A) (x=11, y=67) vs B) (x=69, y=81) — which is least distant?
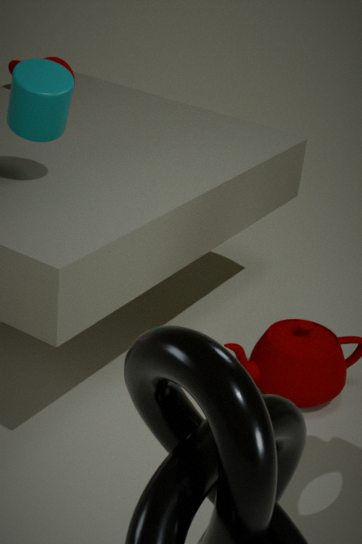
B. (x=69, y=81)
